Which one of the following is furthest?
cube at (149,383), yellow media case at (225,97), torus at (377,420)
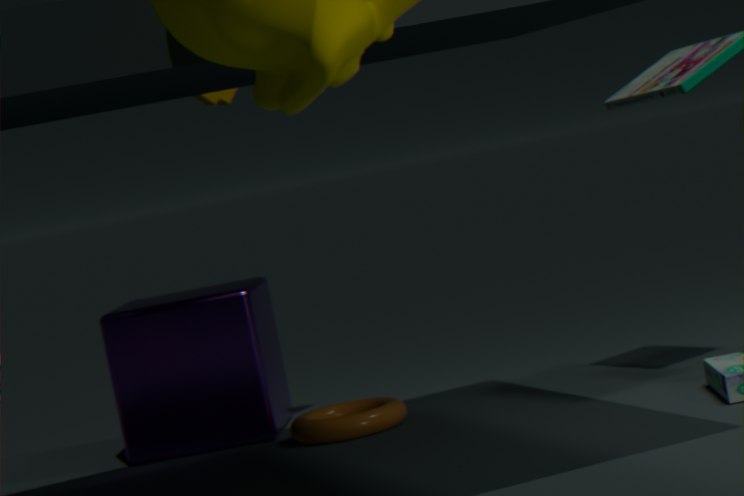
cube at (149,383)
